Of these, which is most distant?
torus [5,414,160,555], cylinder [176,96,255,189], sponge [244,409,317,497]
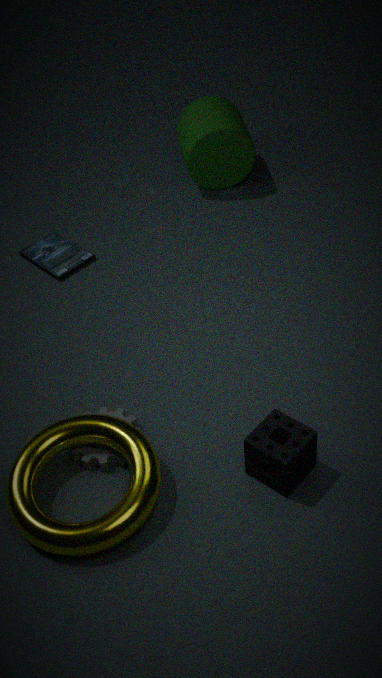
cylinder [176,96,255,189]
